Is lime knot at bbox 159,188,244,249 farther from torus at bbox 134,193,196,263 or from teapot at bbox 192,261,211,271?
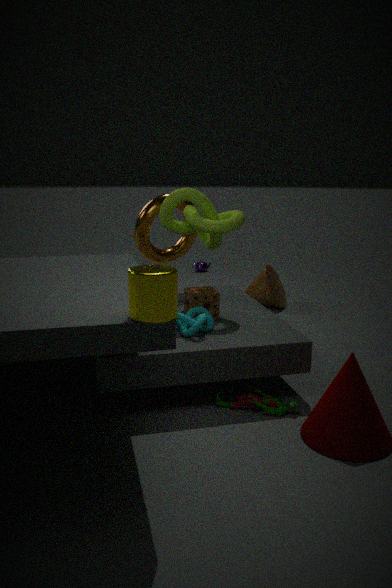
teapot at bbox 192,261,211,271
